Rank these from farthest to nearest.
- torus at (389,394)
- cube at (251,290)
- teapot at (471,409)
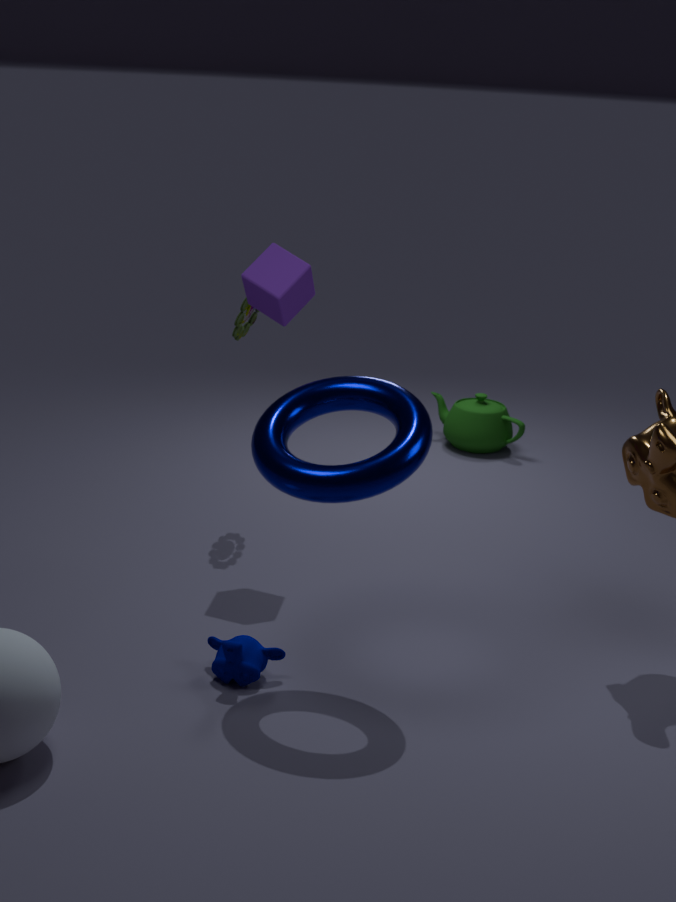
teapot at (471,409) → cube at (251,290) → torus at (389,394)
